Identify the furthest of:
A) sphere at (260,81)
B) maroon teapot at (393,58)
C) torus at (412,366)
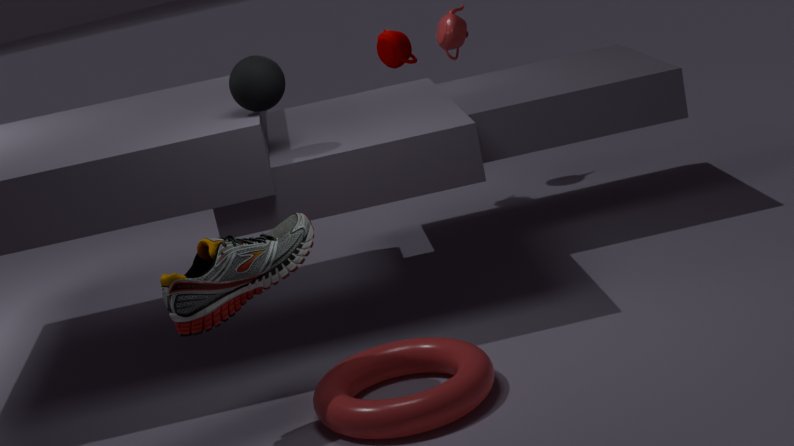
maroon teapot at (393,58)
